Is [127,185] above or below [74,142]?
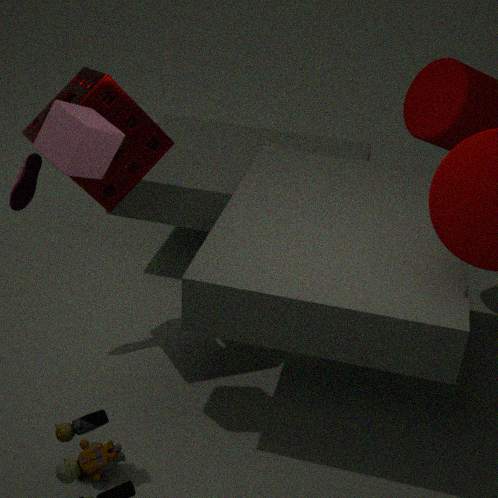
below
